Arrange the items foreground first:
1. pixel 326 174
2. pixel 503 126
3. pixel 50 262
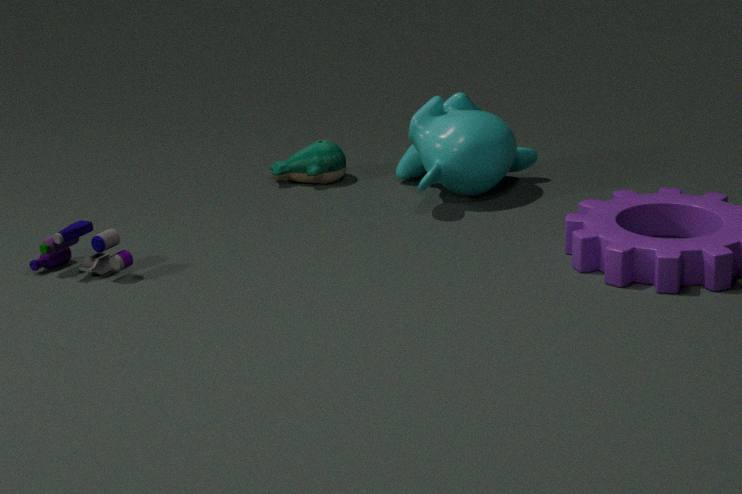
pixel 50 262 → pixel 503 126 → pixel 326 174
